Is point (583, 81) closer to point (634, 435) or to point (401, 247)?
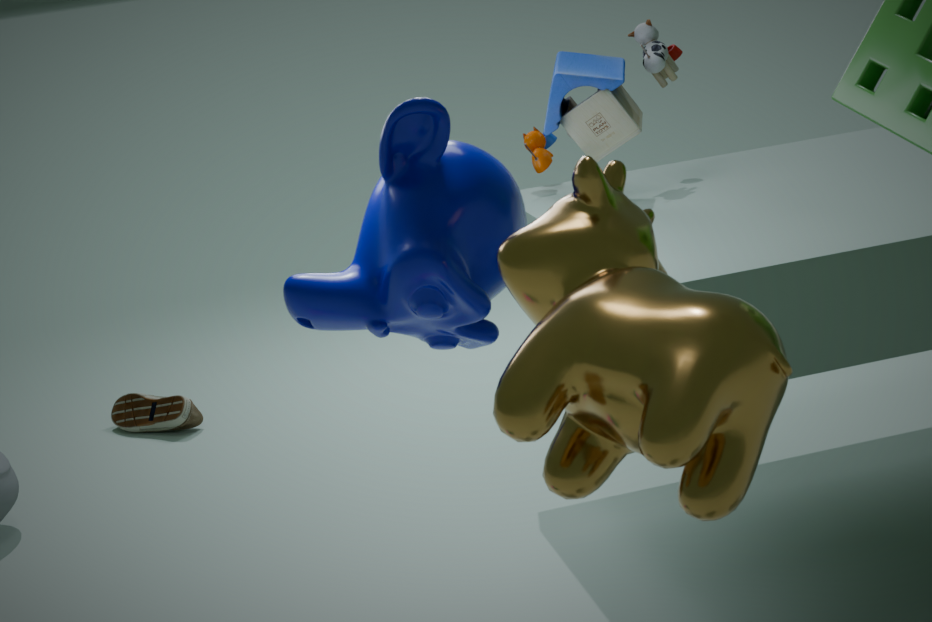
point (401, 247)
